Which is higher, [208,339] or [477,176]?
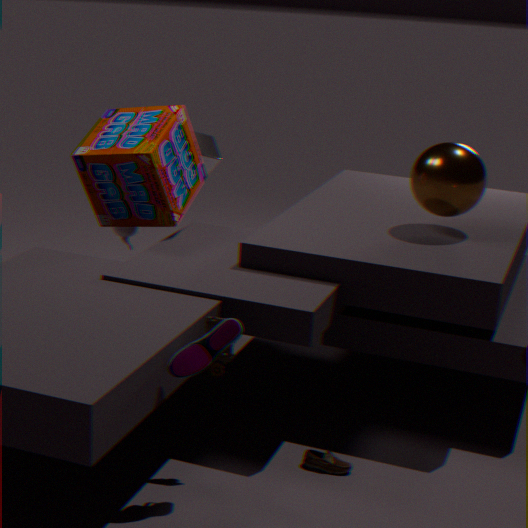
[477,176]
